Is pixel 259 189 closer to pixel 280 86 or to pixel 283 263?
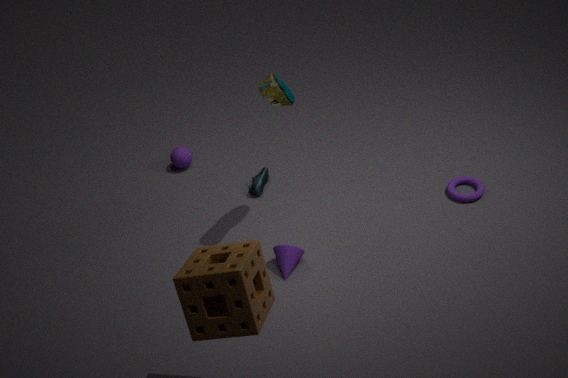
pixel 283 263
